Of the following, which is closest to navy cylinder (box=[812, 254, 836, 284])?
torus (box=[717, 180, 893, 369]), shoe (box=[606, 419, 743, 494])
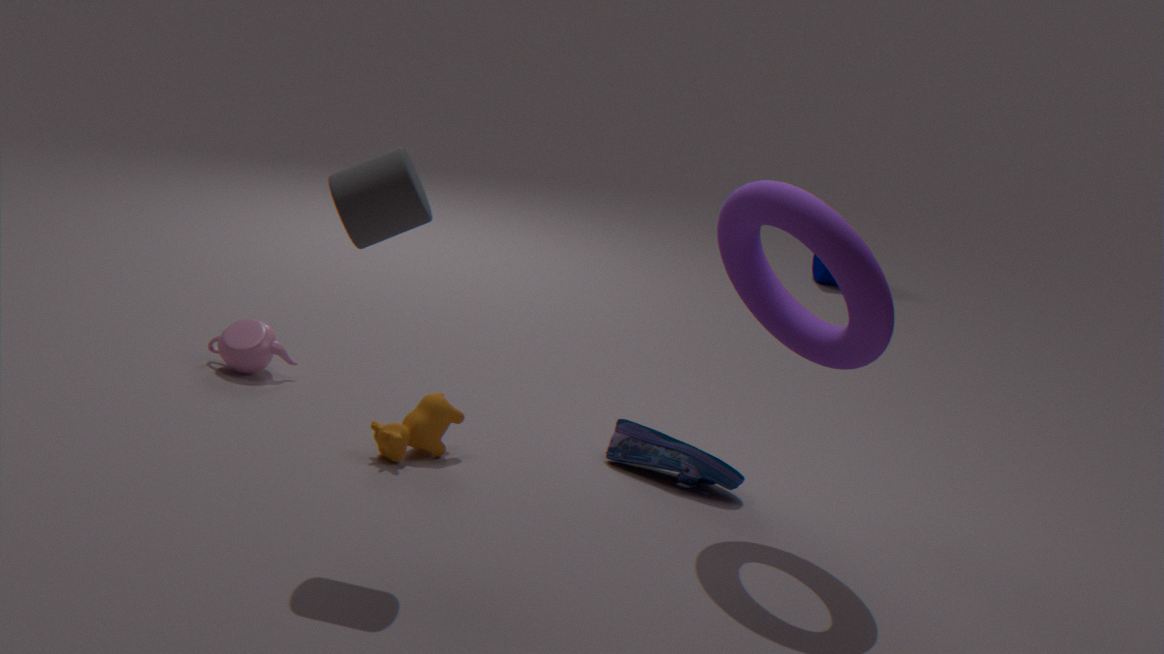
shoe (box=[606, 419, 743, 494])
